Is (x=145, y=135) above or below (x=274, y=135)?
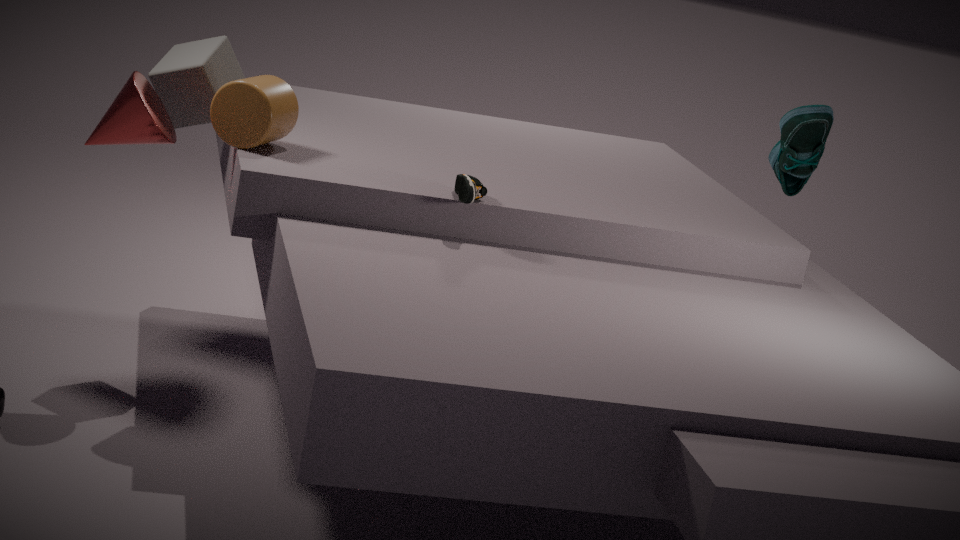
below
